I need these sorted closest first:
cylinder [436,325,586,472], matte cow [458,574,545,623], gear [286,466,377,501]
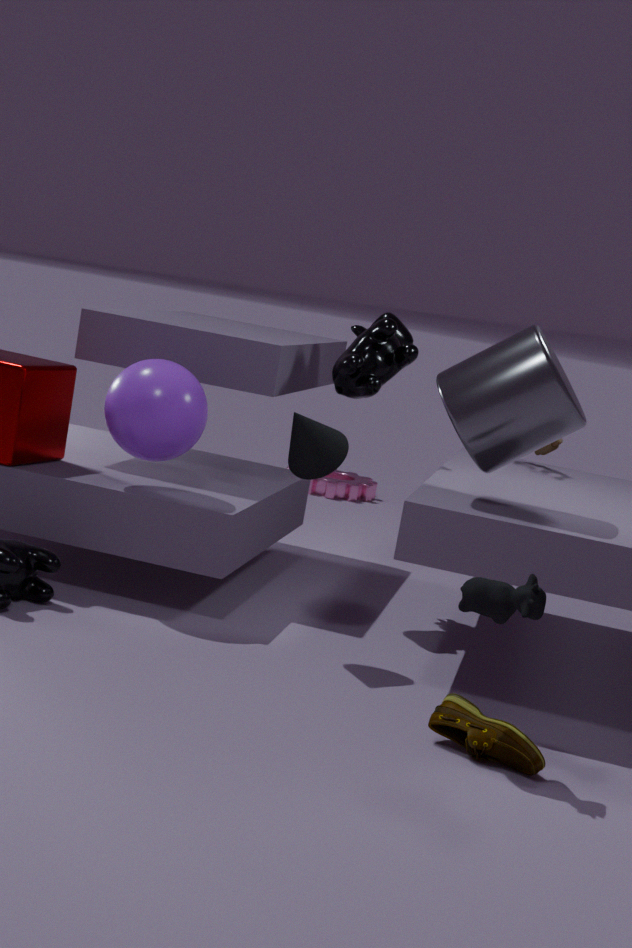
matte cow [458,574,545,623]
cylinder [436,325,586,472]
gear [286,466,377,501]
